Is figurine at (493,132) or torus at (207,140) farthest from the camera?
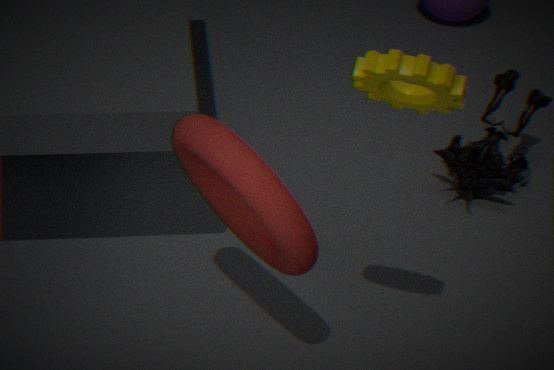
figurine at (493,132)
